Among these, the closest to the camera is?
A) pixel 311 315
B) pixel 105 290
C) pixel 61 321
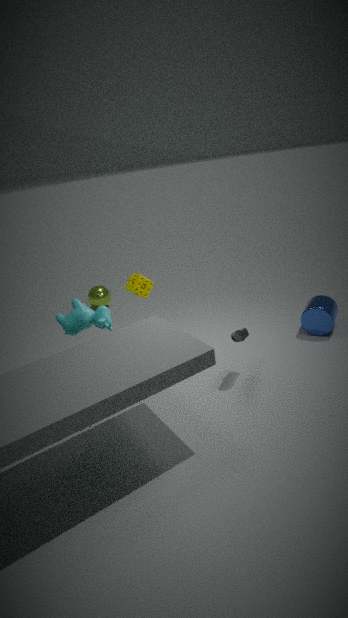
pixel 61 321
